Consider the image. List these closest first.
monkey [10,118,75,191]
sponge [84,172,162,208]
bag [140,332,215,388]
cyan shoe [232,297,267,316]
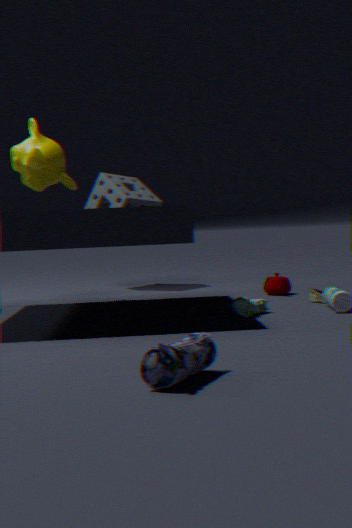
bag [140,332,215,388] < cyan shoe [232,297,267,316] < monkey [10,118,75,191] < sponge [84,172,162,208]
